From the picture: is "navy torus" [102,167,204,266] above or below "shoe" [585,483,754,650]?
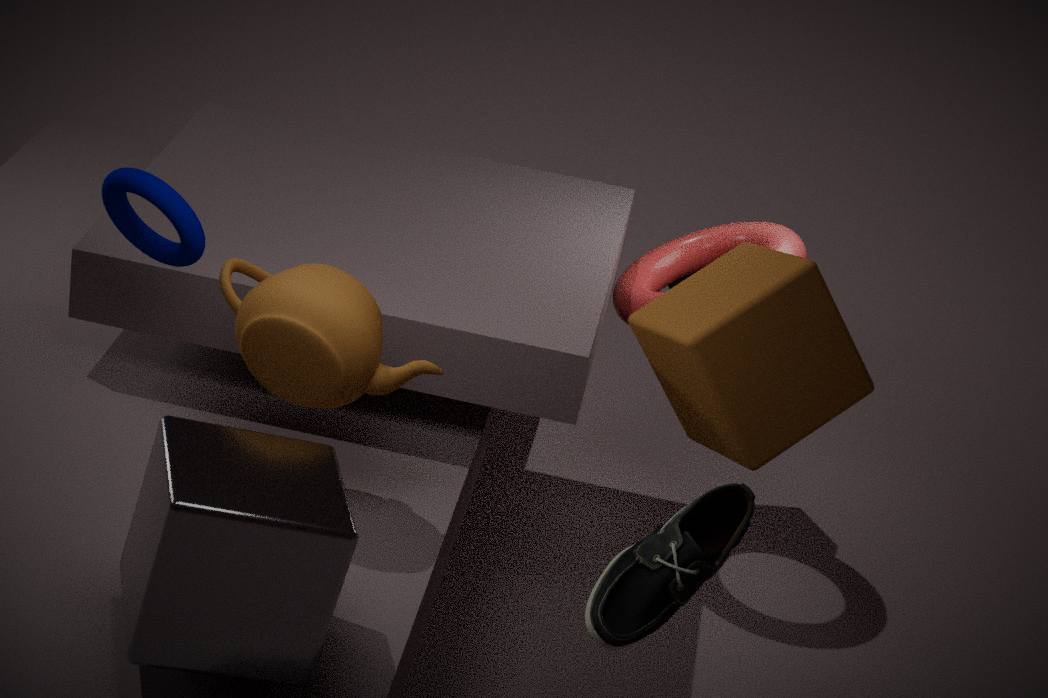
above
